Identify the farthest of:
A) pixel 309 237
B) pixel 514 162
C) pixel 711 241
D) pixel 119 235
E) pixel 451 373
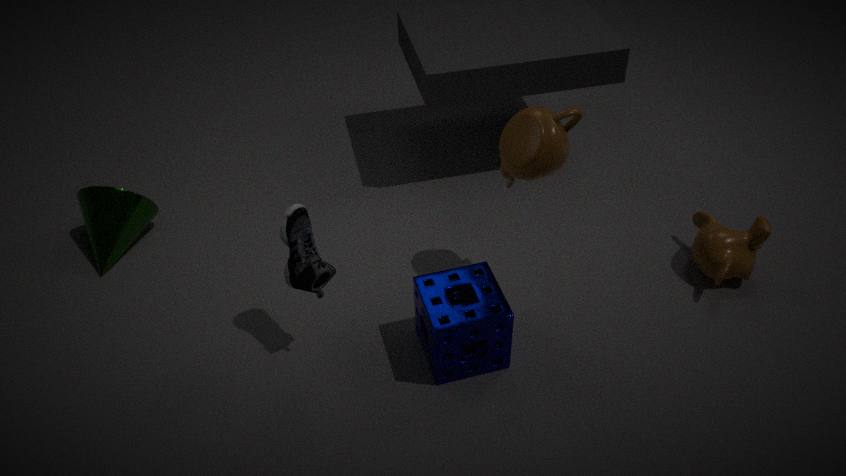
pixel 119 235
